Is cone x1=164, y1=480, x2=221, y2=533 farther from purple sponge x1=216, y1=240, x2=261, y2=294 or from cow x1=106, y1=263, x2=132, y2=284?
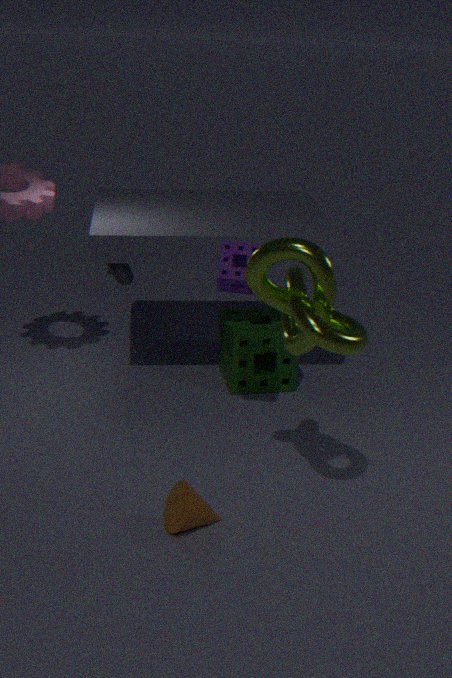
cow x1=106, y1=263, x2=132, y2=284
